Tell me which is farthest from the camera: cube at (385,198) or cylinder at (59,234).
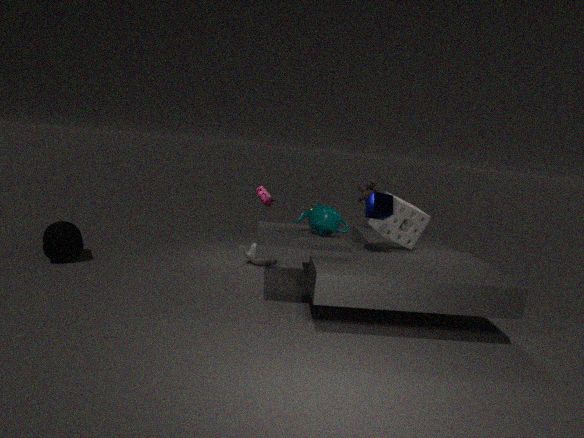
cylinder at (59,234)
